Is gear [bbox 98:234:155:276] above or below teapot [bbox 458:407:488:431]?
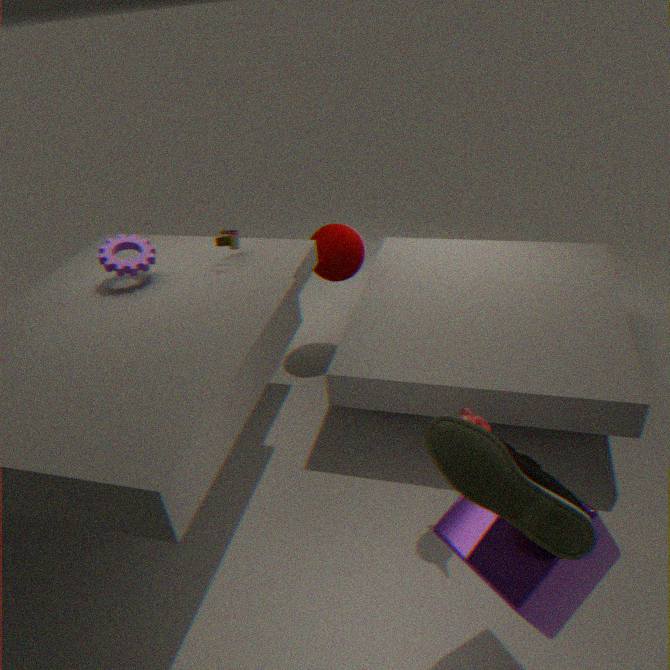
above
